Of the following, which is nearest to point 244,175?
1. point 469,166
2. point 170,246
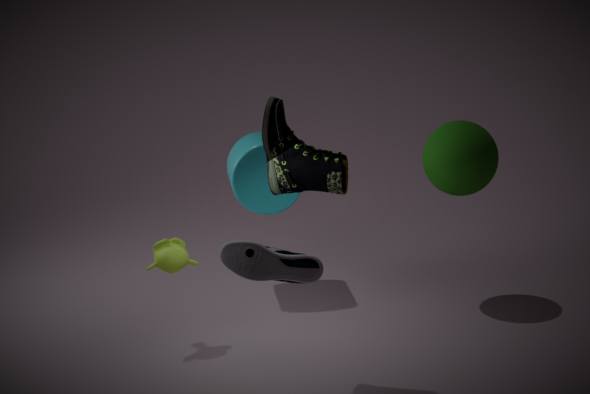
point 170,246
